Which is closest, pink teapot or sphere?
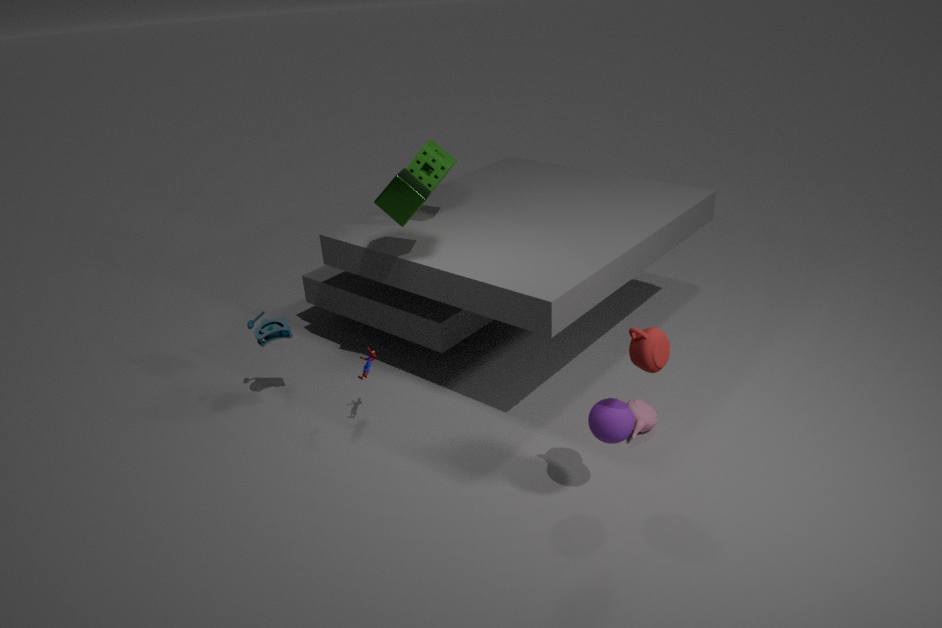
sphere
